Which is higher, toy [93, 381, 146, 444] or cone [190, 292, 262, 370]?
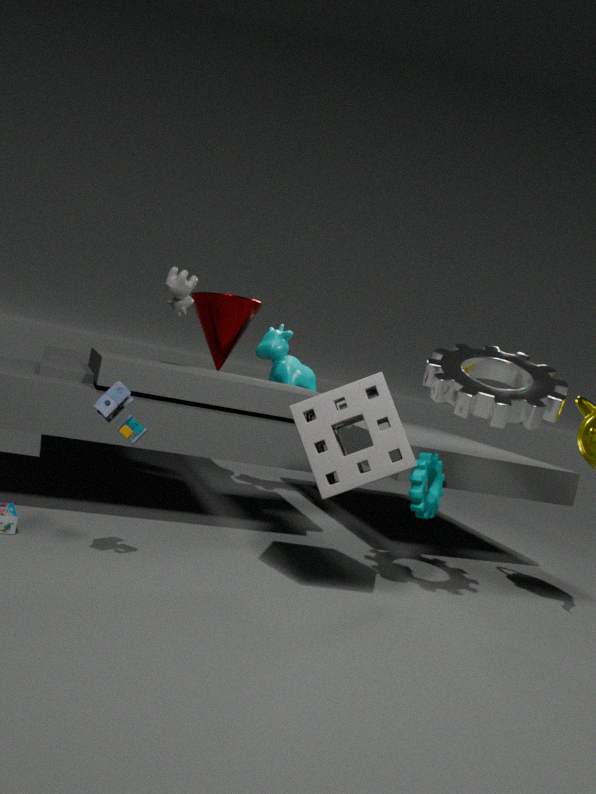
cone [190, 292, 262, 370]
